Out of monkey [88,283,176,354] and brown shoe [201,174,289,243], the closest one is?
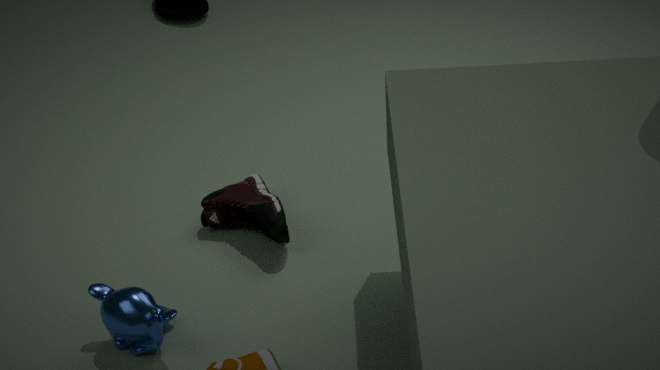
monkey [88,283,176,354]
